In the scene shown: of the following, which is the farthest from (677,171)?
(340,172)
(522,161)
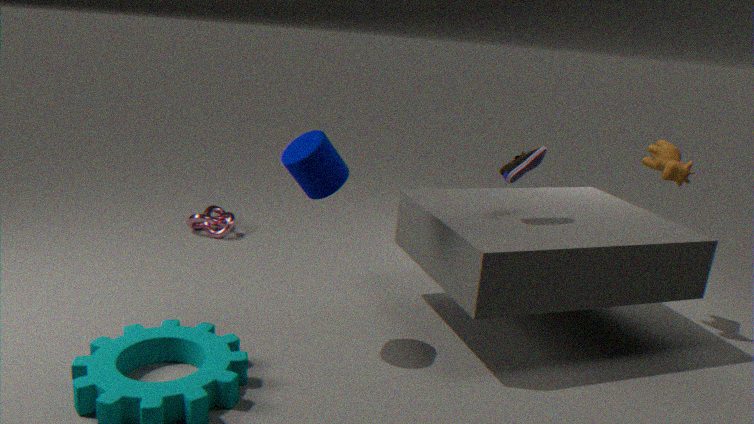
(340,172)
